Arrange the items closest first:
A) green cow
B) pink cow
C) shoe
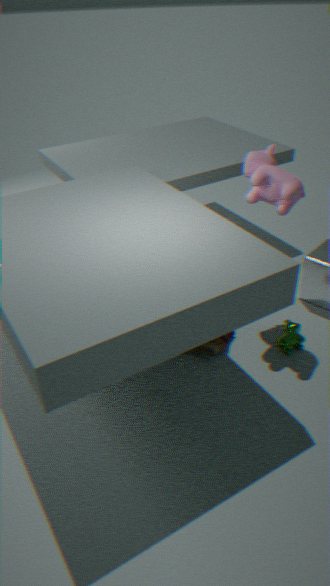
1. pink cow
2. shoe
3. green cow
